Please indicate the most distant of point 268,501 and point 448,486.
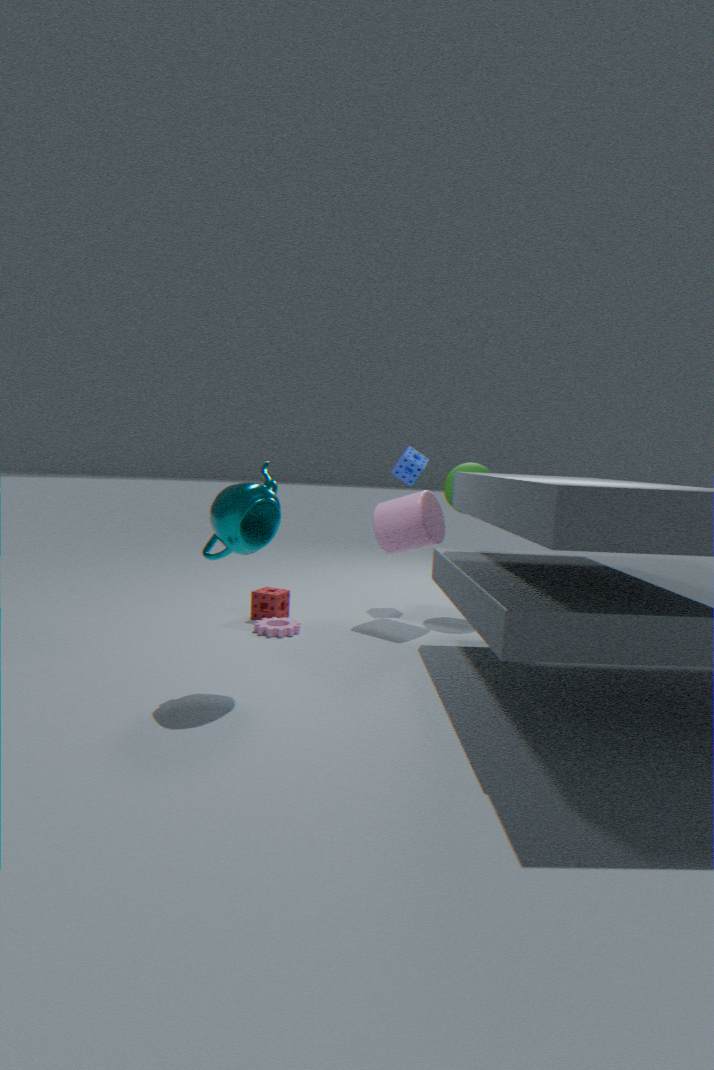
point 448,486
